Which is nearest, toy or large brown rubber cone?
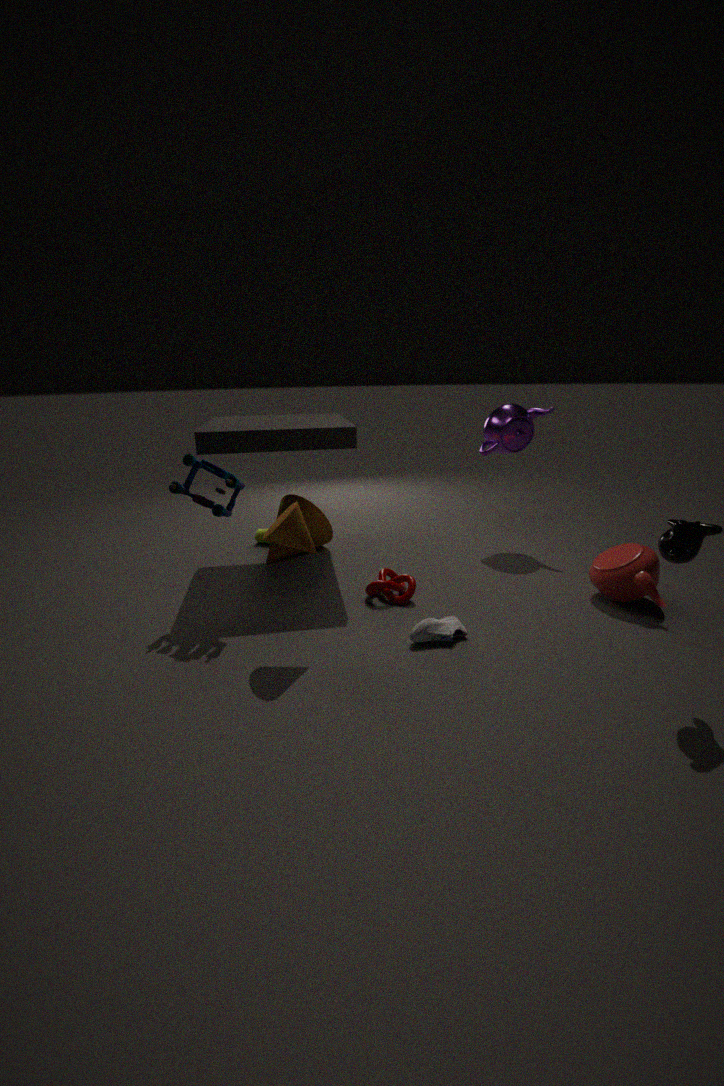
toy
